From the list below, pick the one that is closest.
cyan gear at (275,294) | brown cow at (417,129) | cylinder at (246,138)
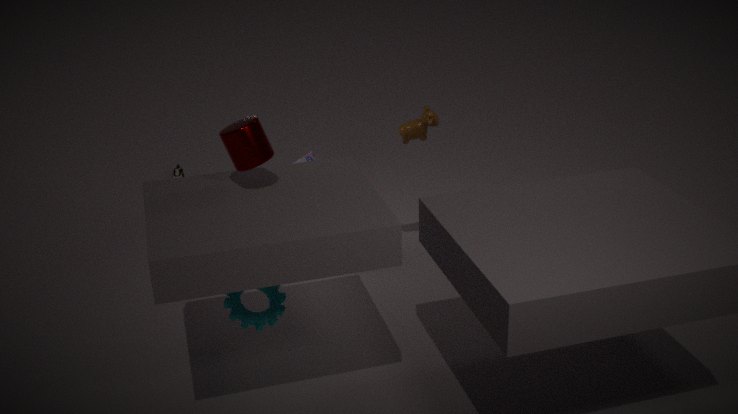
cylinder at (246,138)
